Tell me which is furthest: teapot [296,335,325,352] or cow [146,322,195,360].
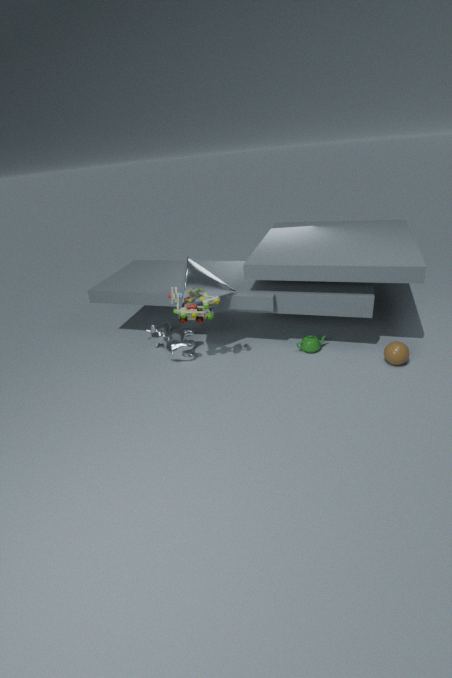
cow [146,322,195,360]
